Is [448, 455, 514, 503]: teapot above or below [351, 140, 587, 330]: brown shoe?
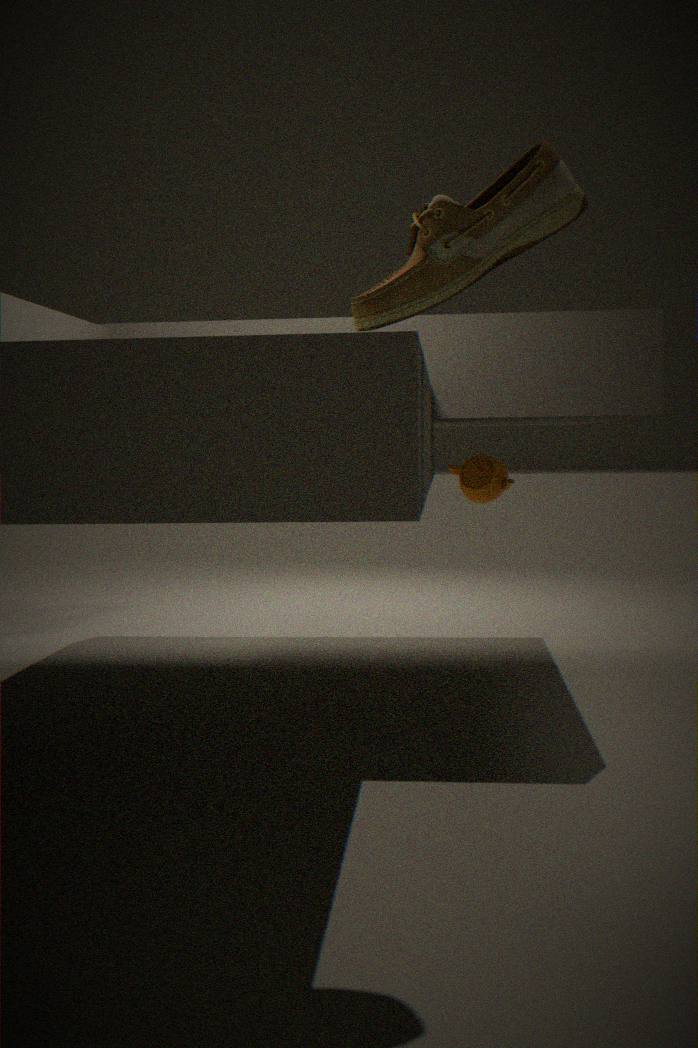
below
